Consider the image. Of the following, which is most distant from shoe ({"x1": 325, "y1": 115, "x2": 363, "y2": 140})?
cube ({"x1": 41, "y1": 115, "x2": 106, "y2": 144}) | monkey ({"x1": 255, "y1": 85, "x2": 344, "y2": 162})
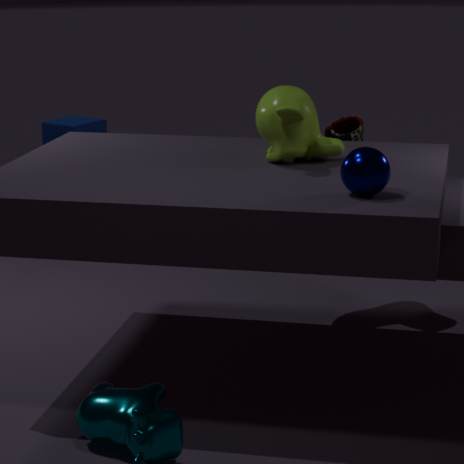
cube ({"x1": 41, "y1": 115, "x2": 106, "y2": 144})
